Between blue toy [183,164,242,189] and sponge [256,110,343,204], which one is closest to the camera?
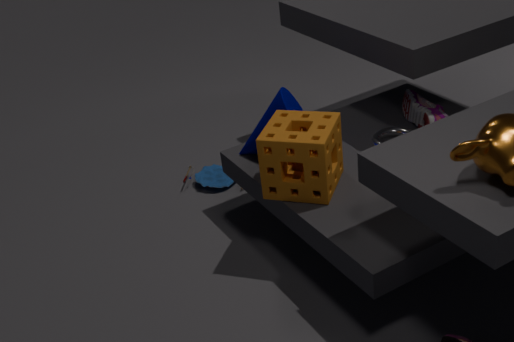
sponge [256,110,343,204]
